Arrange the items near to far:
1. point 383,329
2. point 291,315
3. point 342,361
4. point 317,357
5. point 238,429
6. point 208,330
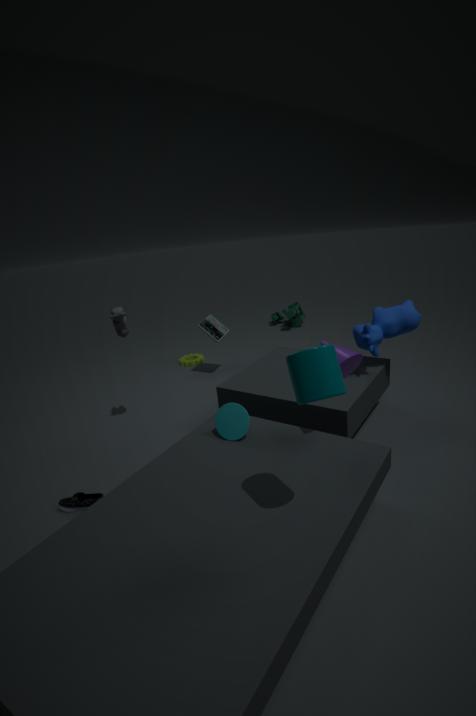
point 317,357, point 342,361, point 238,429, point 383,329, point 208,330, point 291,315
